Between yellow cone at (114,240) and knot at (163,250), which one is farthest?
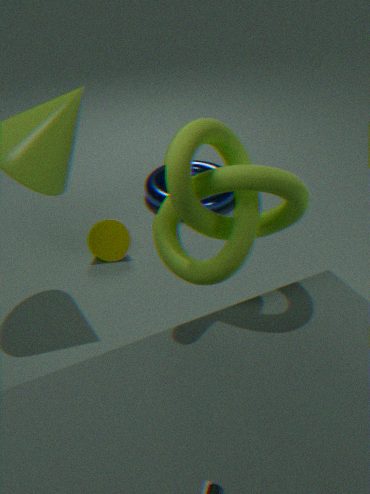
yellow cone at (114,240)
